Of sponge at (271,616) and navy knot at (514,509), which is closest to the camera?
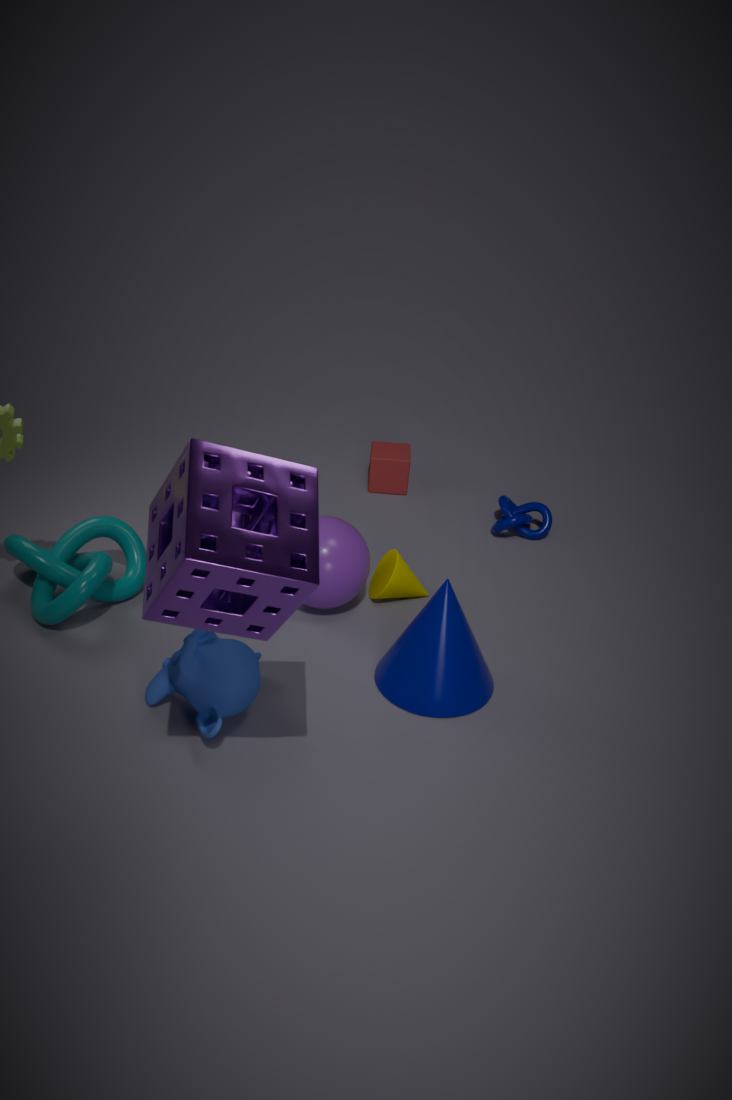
sponge at (271,616)
